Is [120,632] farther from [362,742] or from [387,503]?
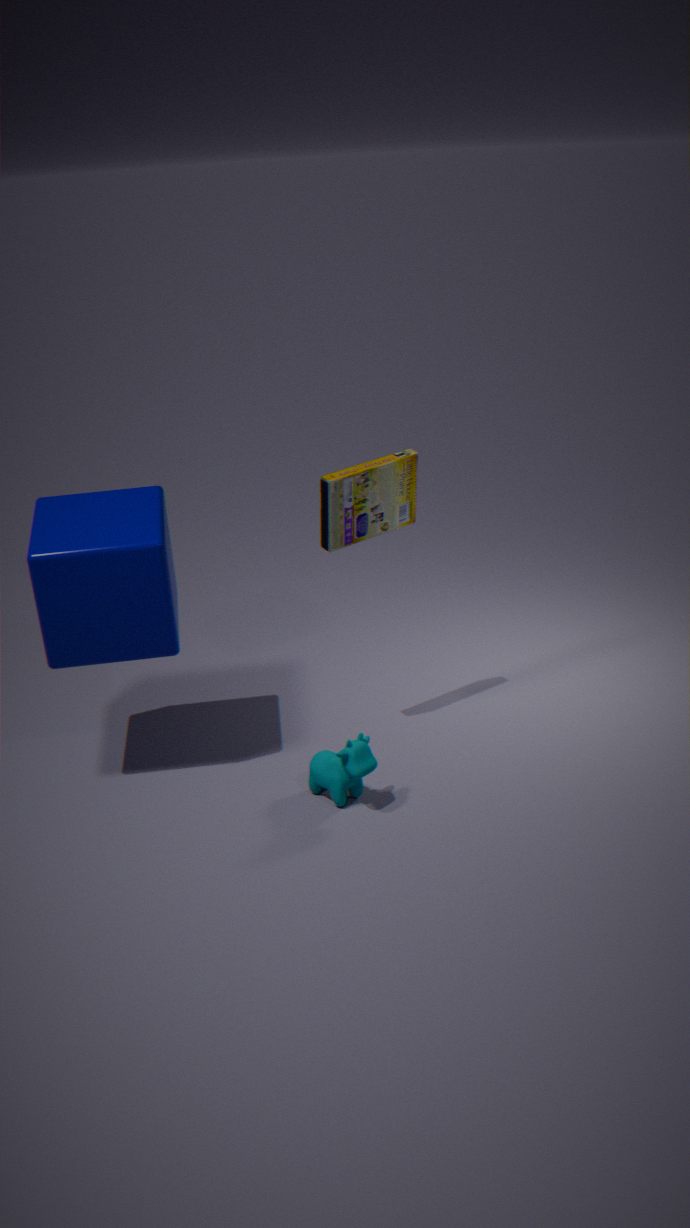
[362,742]
